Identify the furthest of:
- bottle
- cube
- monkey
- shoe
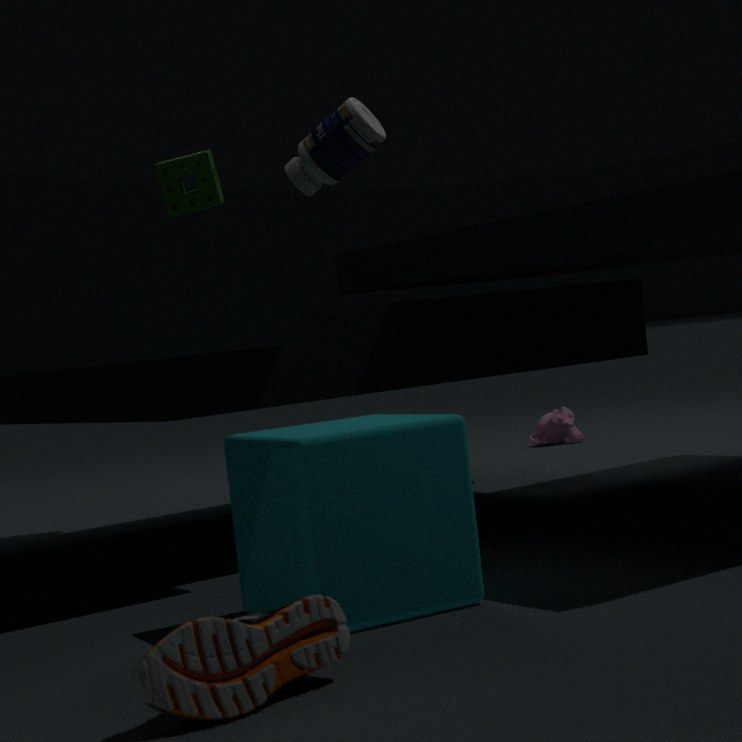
monkey
